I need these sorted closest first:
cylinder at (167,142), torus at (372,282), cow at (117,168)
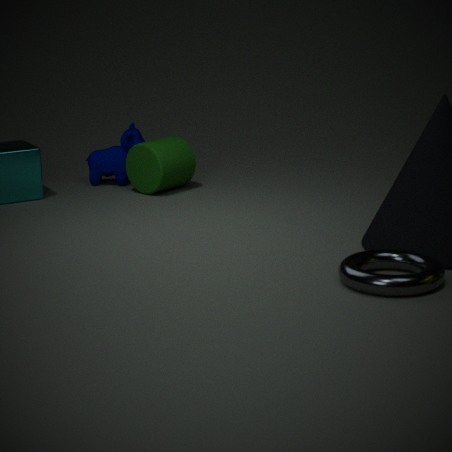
torus at (372,282) < cylinder at (167,142) < cow at (117,168)
